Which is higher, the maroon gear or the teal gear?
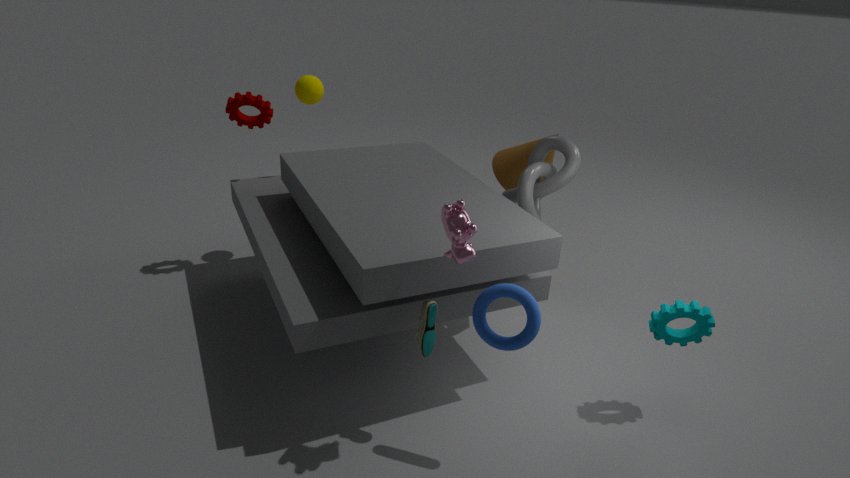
the maroon gear
